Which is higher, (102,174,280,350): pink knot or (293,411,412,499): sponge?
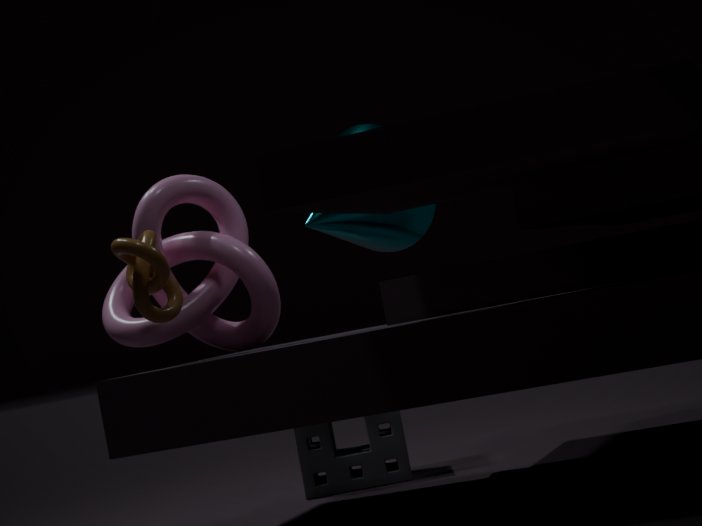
(102,174,280,350): pink knot
